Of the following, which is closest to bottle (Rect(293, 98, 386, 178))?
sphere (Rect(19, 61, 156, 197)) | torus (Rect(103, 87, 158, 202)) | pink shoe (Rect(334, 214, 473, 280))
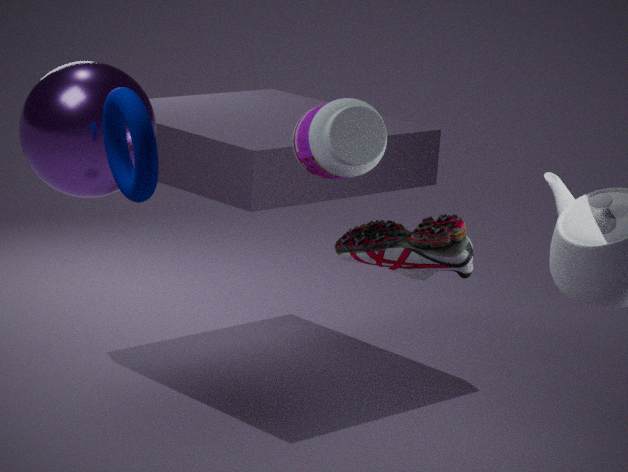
pink shoe (Rect(334, 214, 473, 280))
